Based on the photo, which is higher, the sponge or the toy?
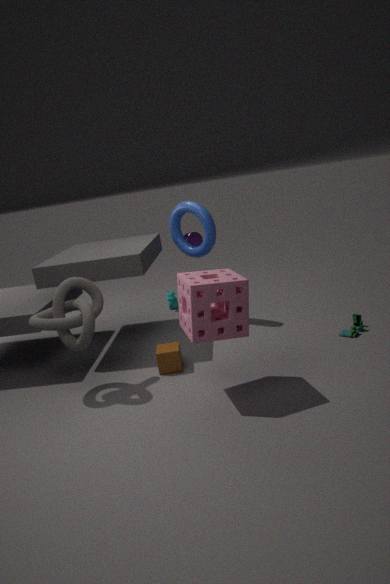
the sponge
